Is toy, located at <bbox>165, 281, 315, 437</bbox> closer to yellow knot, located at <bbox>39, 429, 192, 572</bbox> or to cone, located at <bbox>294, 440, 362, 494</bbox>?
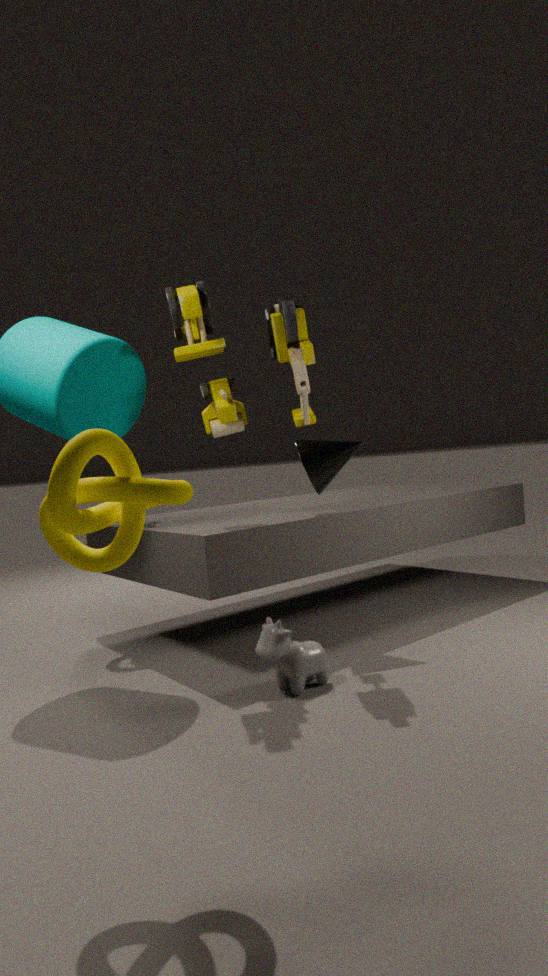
cone, located at <bbox>294, 440, 362, 494</bbox>
